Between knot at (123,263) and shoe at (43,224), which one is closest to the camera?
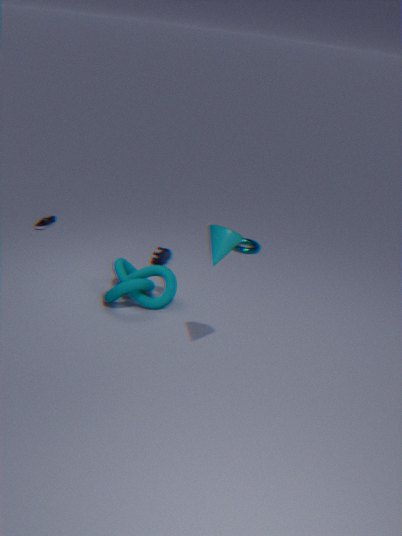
knot at (123,263)
